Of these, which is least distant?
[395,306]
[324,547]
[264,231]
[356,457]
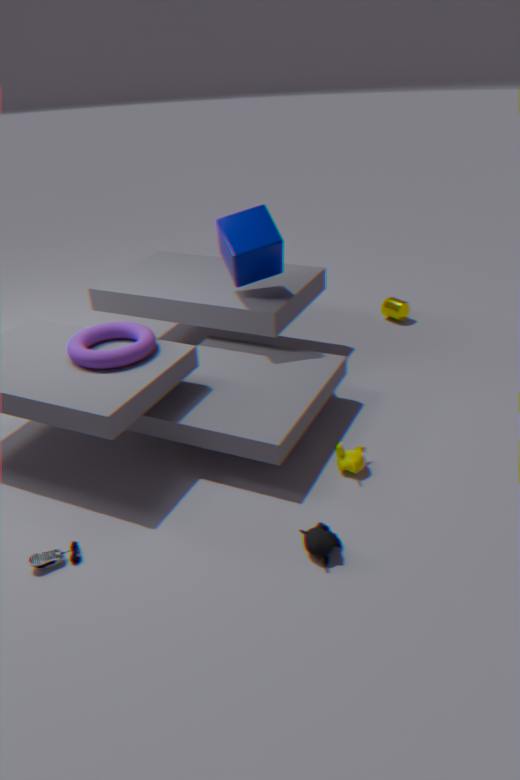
[324,547]
